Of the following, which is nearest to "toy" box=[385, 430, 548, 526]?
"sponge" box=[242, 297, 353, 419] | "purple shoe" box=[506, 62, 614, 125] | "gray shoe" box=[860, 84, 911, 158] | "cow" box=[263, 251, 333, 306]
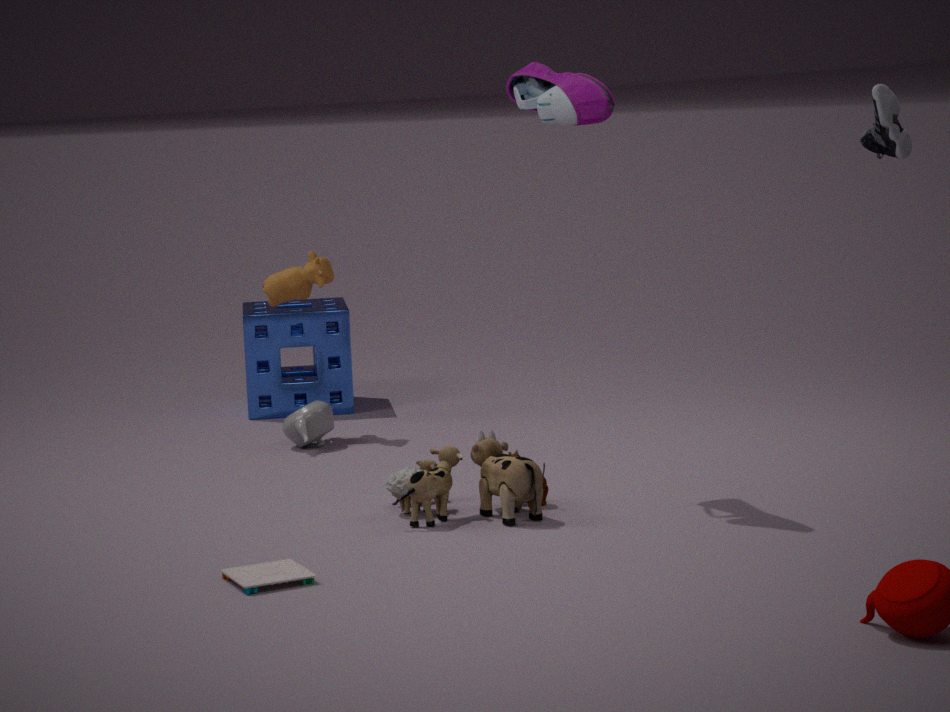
"purple shoe" box=[506, 62, 614, 125]
